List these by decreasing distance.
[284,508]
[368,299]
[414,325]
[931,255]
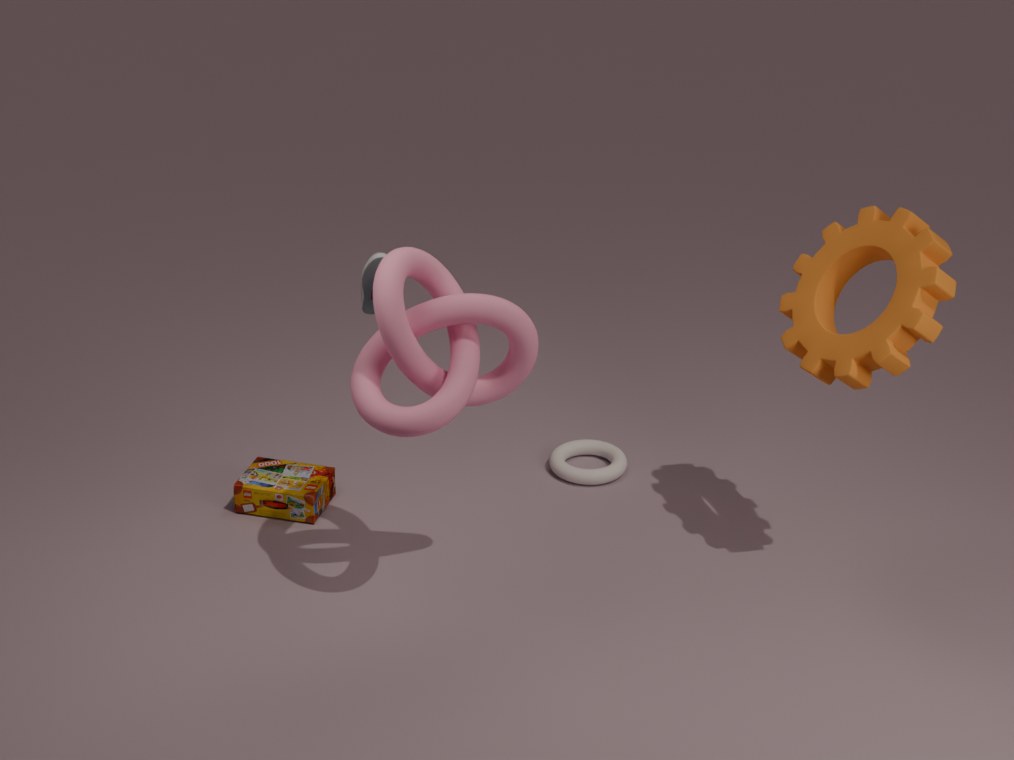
[284,508], [368,299], [931,255], [414,325]
